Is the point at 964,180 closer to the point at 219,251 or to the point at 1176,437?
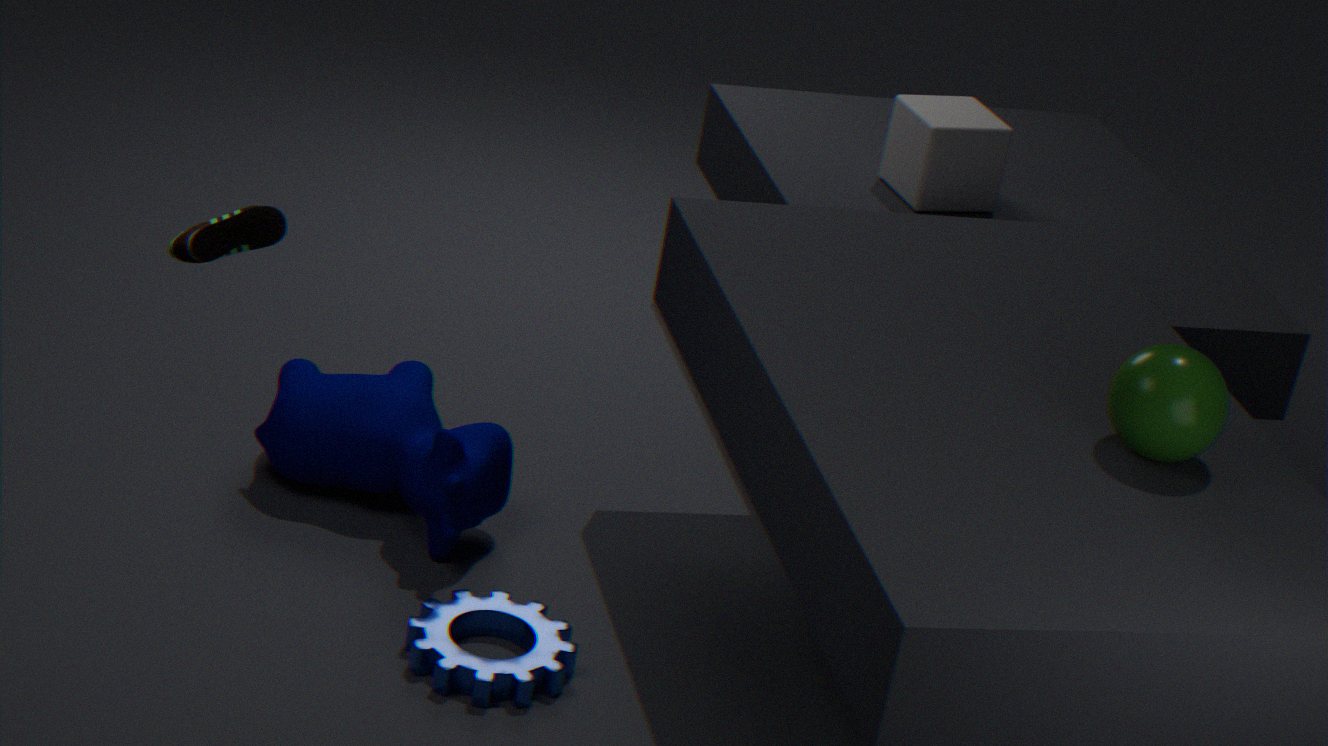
the point at 1176,437
